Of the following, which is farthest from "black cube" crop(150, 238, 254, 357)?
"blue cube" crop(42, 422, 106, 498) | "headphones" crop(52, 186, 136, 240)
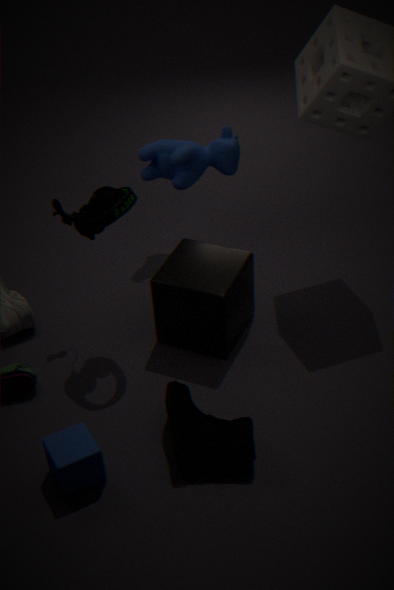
"blue cube" crop(42, 422, 106, 498)
